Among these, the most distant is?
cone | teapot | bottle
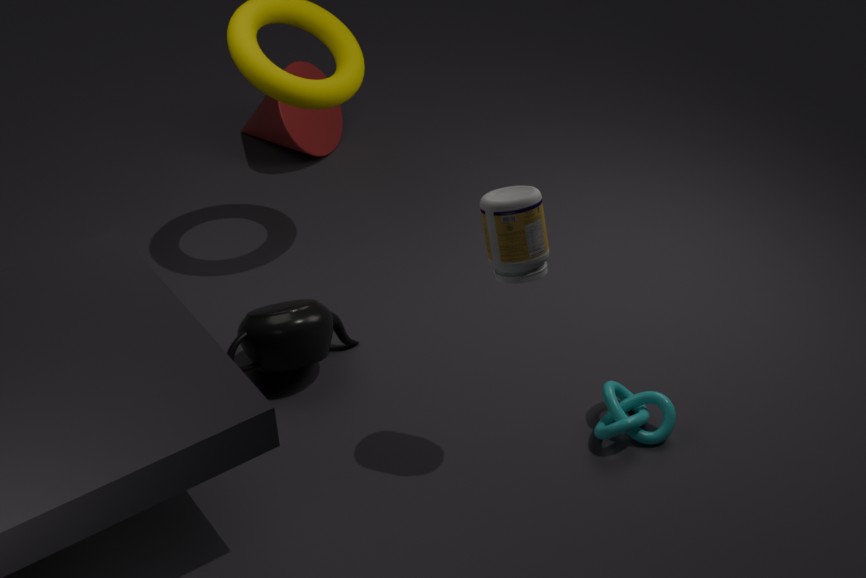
cone
